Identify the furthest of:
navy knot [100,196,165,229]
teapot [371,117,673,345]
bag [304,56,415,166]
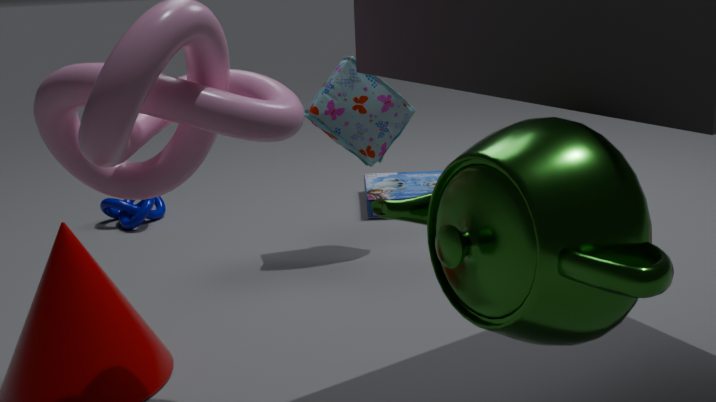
navy knot [100,196,165,229]
